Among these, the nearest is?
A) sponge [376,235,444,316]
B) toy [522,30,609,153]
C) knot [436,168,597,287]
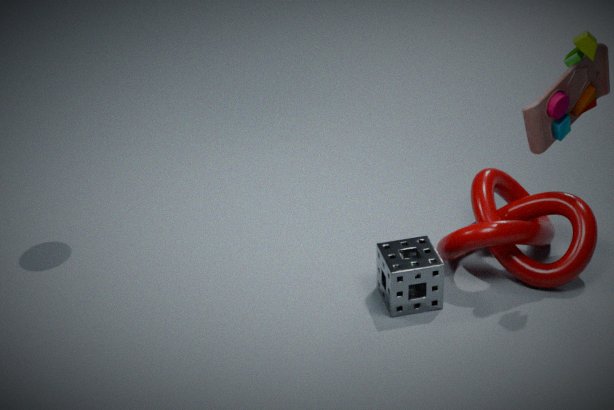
toy [522,30,609,153]
